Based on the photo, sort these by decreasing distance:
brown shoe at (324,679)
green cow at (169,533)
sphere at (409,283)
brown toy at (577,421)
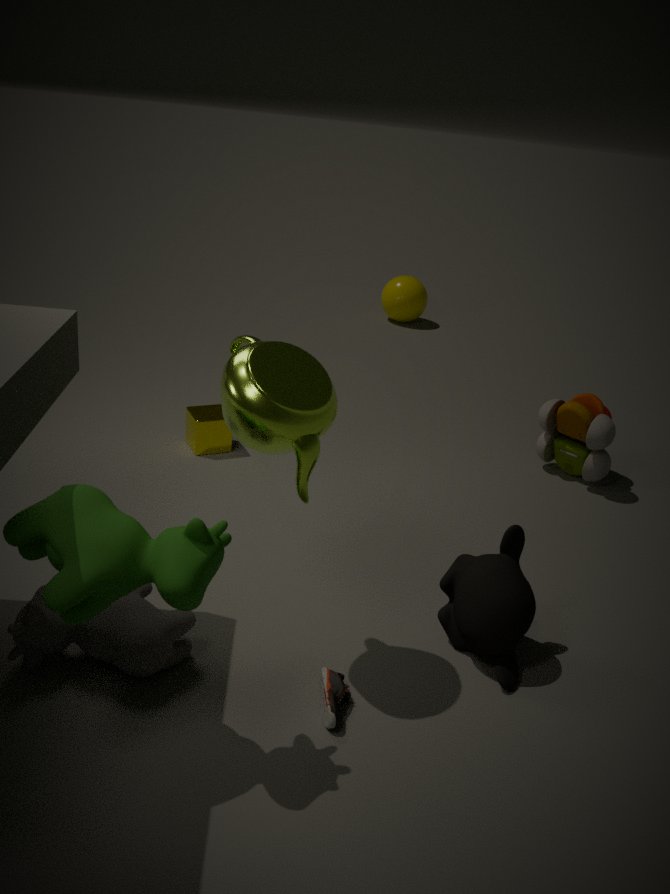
sphere at (409,283)
brown toy at (577,421)
brown shoe at (324,679)
green cow at (169,533)
